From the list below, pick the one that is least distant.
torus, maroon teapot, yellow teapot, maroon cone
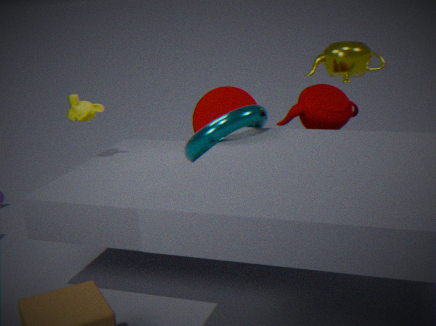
torus
